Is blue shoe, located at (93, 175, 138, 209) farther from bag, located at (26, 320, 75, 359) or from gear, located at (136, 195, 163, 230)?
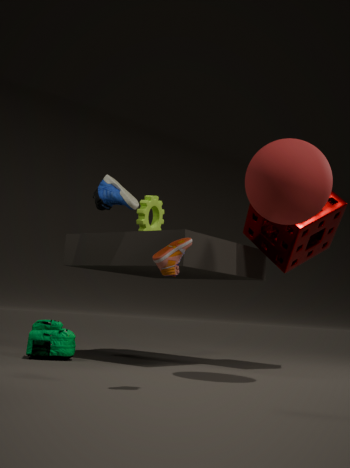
bag, located at (26, 320, 75, 359)
